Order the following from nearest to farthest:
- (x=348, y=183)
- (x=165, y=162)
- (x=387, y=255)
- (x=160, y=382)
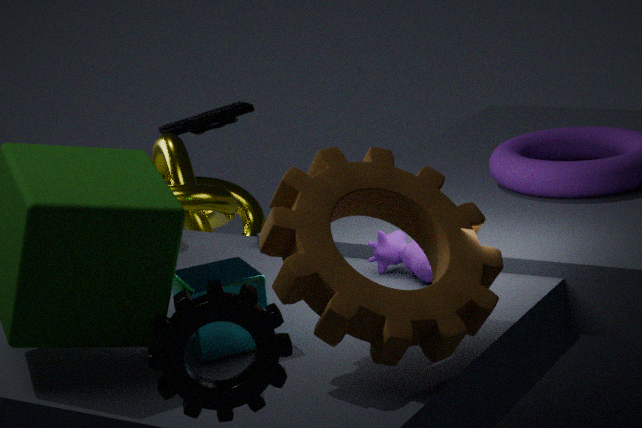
(x=160, y=382) < (x=348, y=183) < (x=387, y=255) < (x=165, y=162)
